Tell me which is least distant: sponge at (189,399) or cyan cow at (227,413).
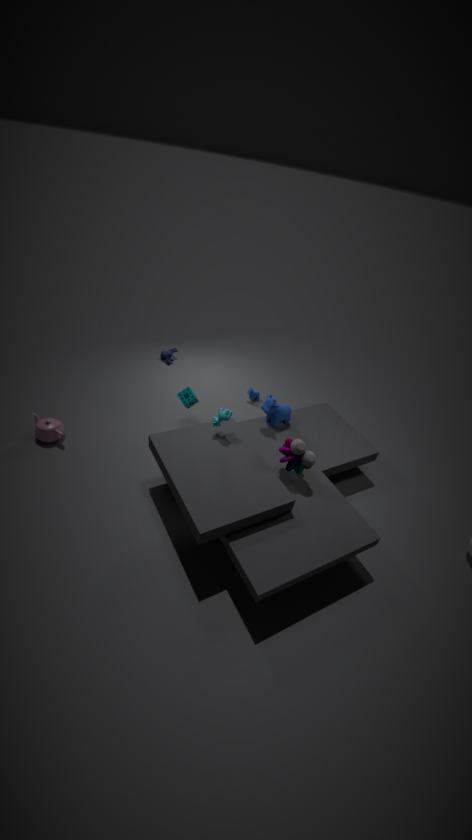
cyan cow at (227,413)
